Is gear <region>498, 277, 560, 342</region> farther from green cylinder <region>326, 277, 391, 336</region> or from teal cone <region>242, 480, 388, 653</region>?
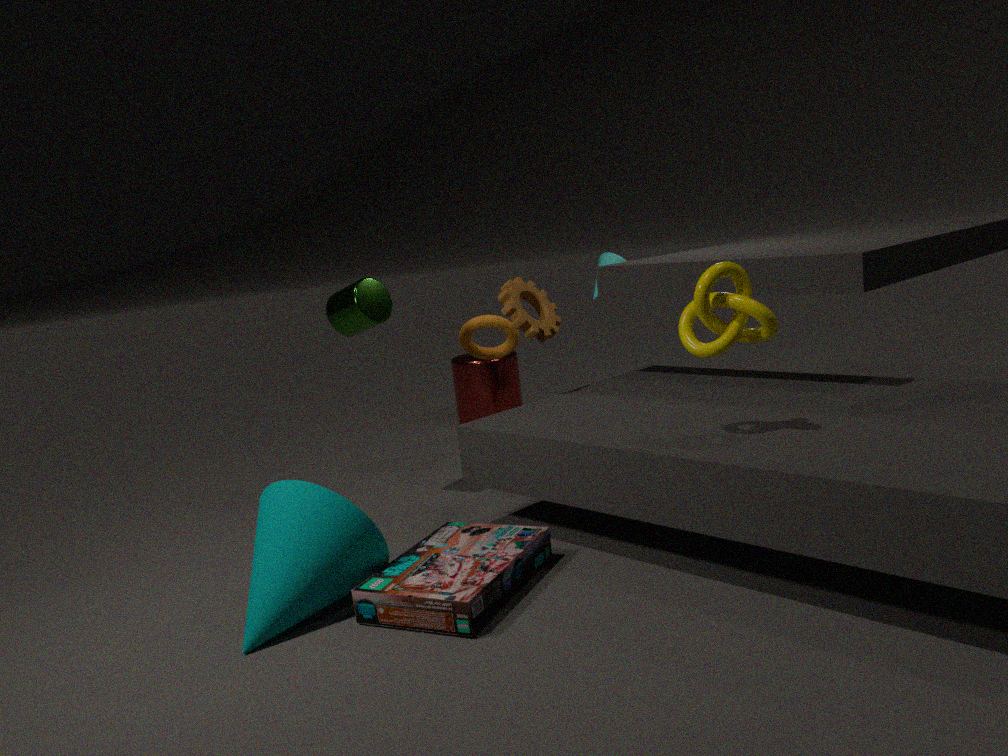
teal cone <region>242, 480, 388, 653</region>
